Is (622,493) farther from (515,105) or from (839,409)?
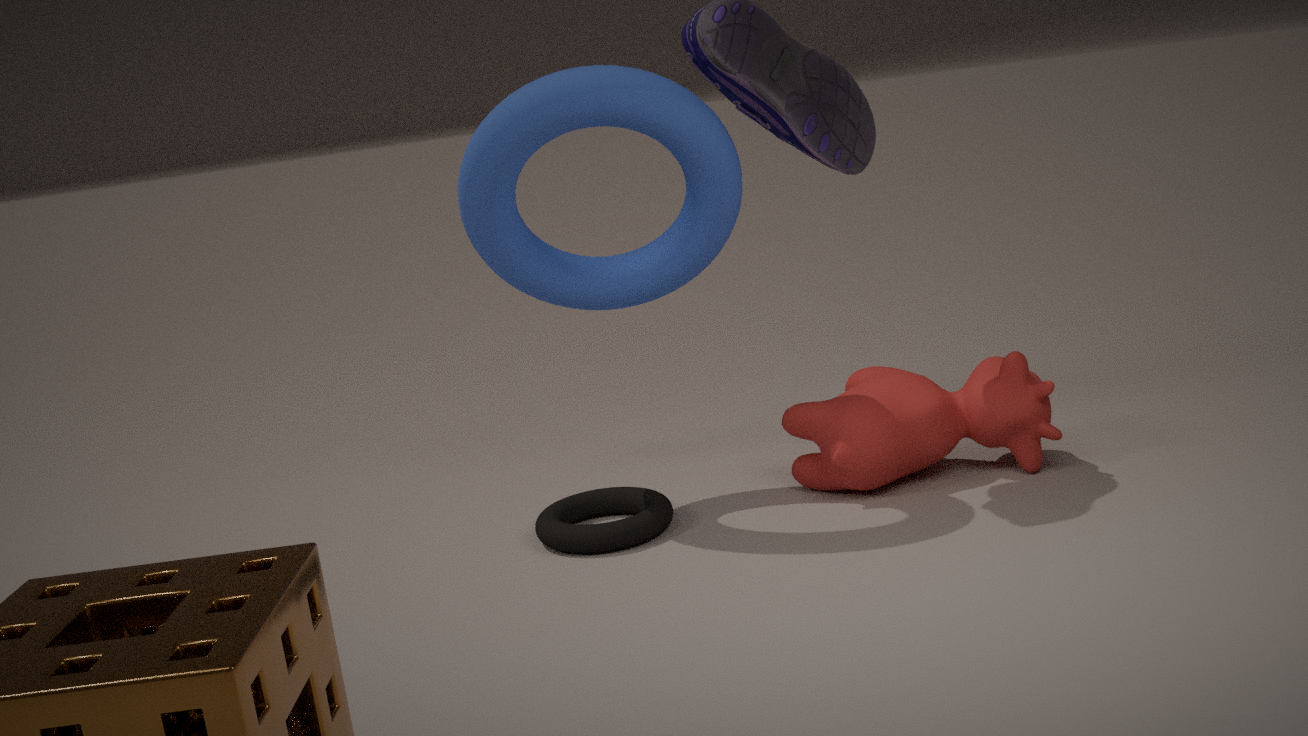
(839,409)
